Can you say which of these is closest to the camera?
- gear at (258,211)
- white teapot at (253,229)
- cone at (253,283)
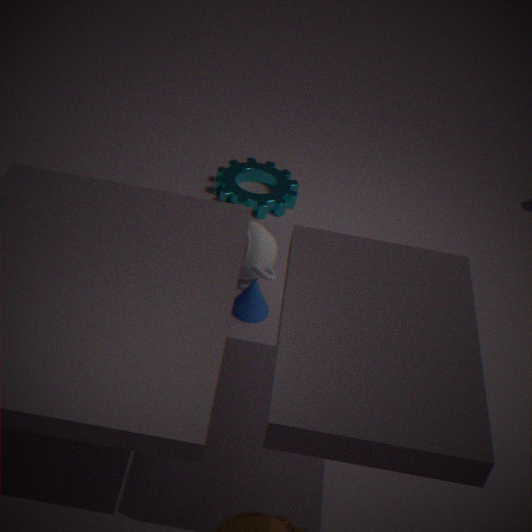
cone at (253,283)
